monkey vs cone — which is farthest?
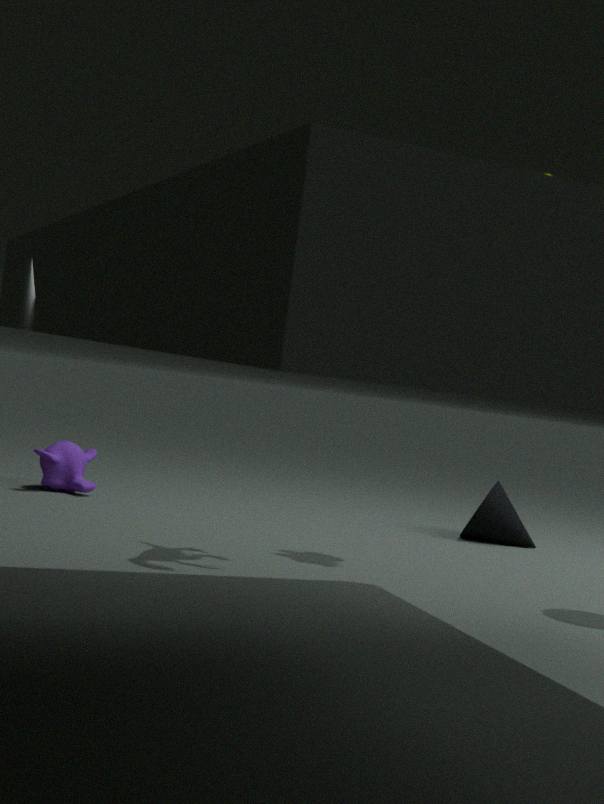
cone
